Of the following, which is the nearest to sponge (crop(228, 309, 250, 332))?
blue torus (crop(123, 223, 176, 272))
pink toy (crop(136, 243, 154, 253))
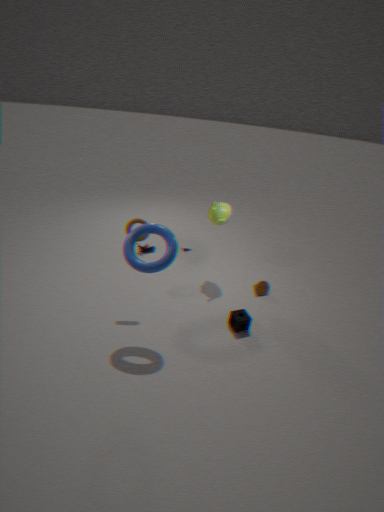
blue torus (crop(123, 223, 176, 272))
